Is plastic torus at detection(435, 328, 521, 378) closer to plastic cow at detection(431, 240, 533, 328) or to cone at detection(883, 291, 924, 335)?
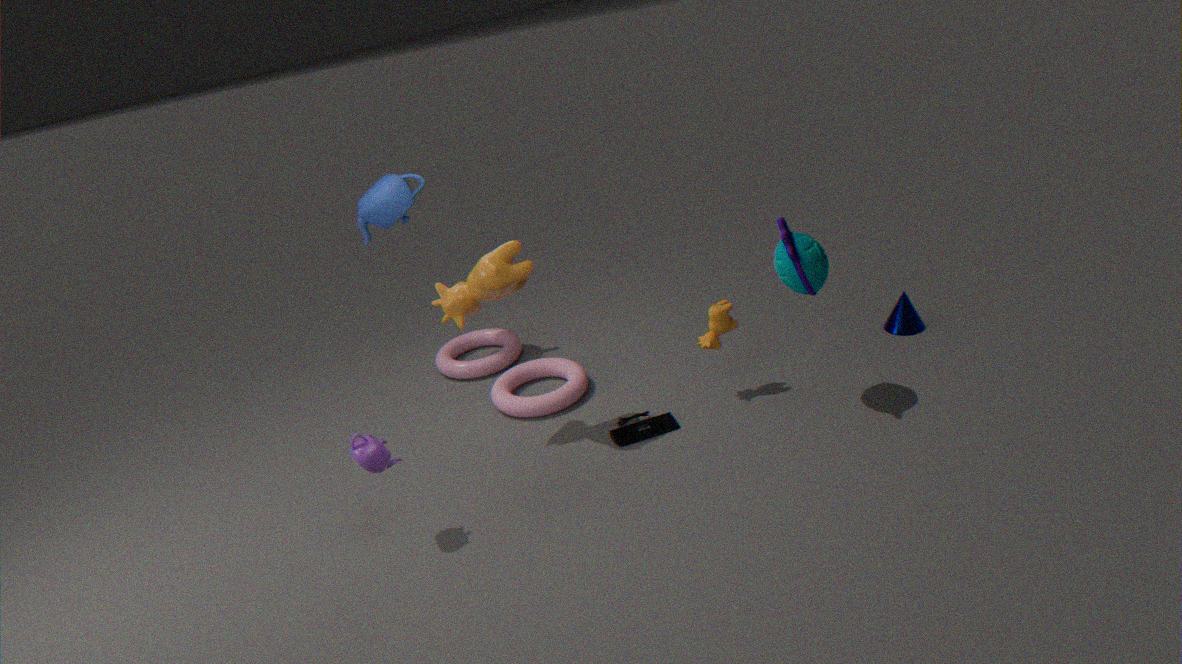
plastic cow at detection(431, 240, 533, 328)
